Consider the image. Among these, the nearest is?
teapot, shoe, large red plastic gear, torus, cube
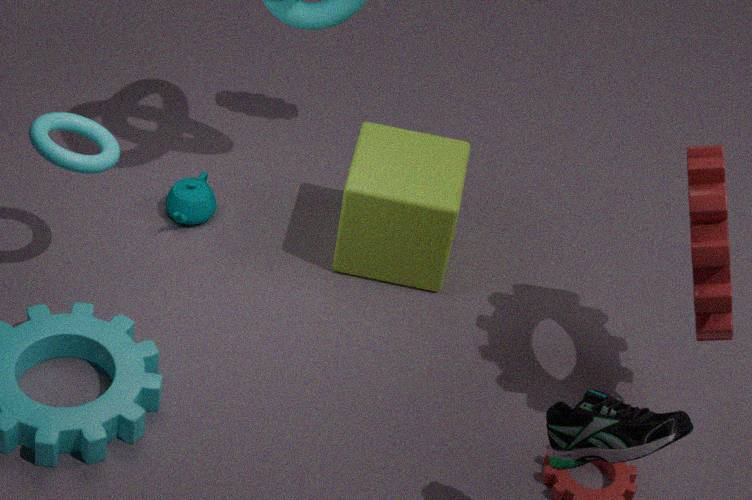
shoe
